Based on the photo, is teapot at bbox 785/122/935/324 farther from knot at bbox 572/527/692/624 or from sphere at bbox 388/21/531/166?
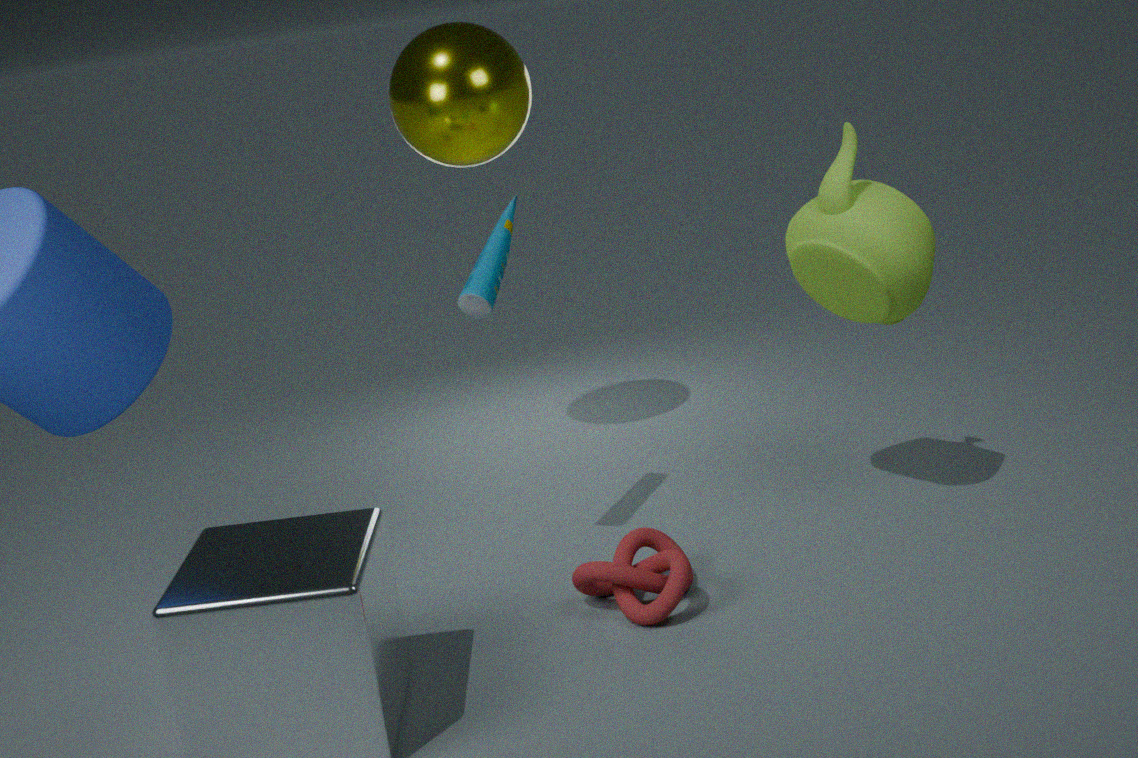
sphere at bbox 388/21/531/166
